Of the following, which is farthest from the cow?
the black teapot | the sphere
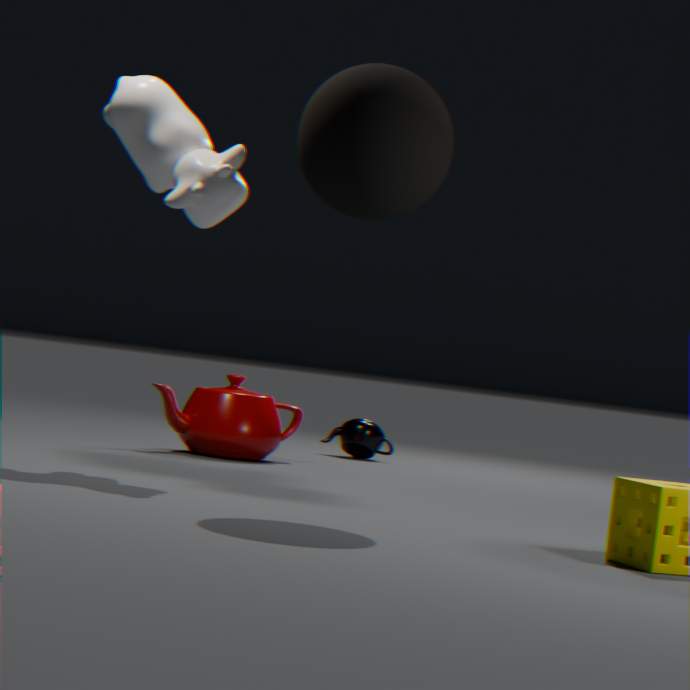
the black teapot
